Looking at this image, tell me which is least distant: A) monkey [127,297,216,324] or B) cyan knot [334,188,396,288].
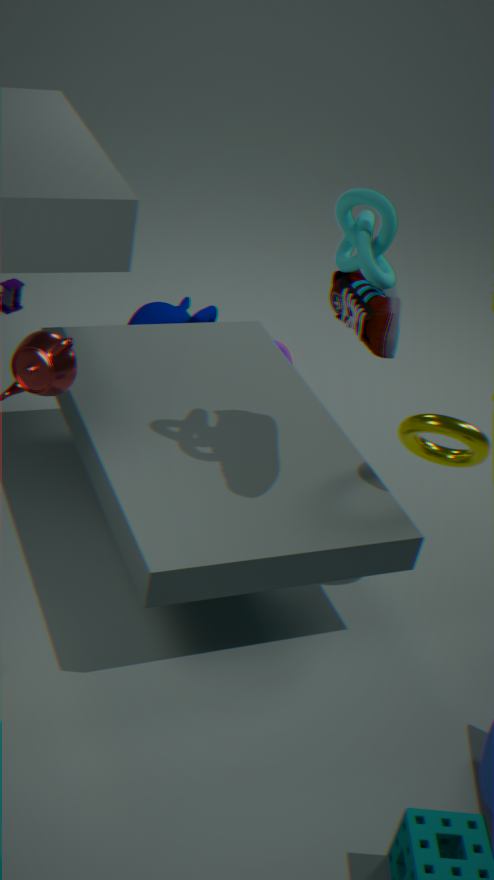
B. cyan knot [334,188,396,288]
